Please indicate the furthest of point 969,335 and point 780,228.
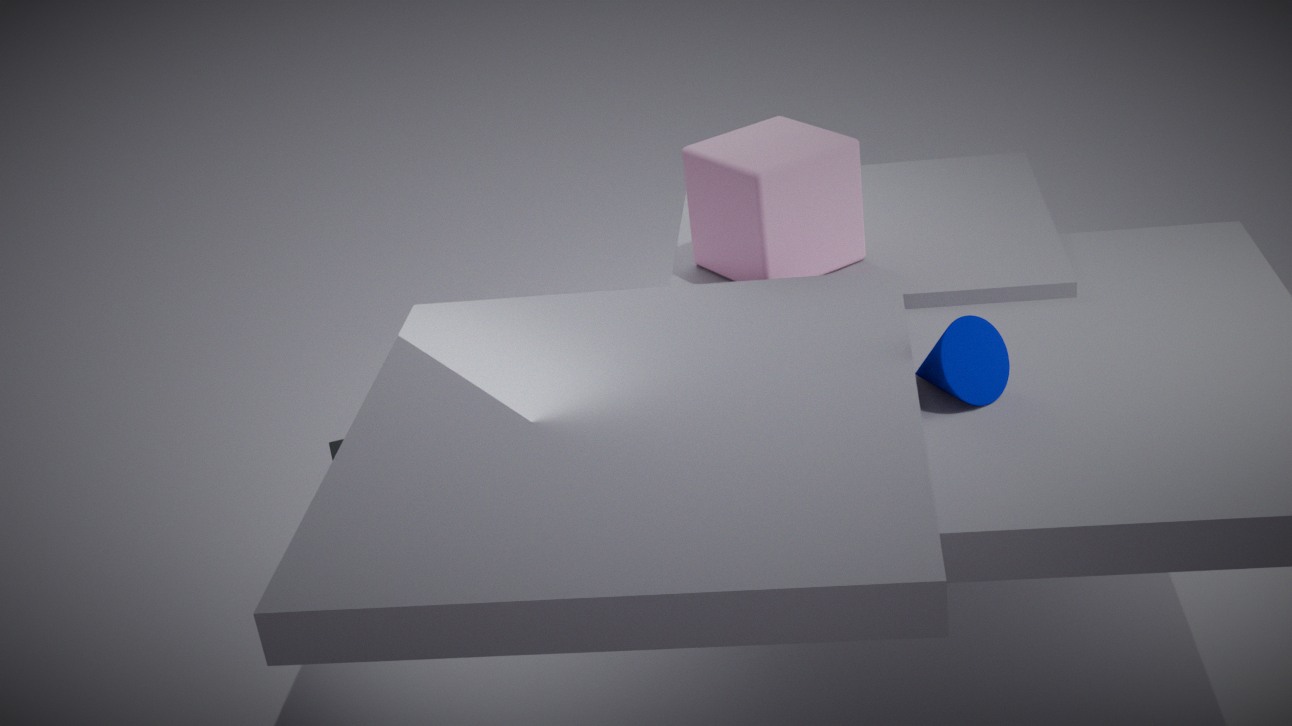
point 780,228
